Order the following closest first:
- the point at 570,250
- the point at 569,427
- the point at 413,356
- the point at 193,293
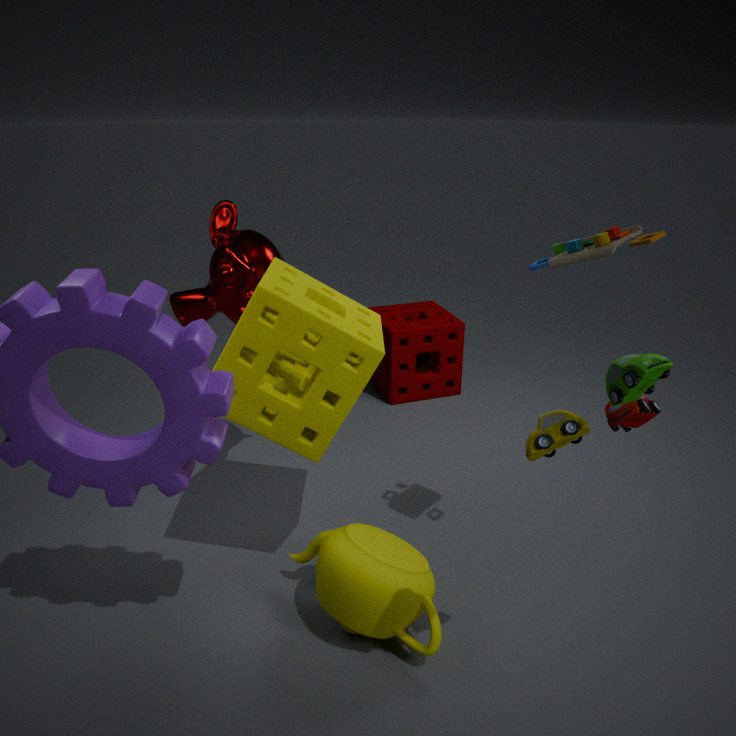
the point at 569,427
the point at 570,250
the point at 193,293
the point at 413,356
